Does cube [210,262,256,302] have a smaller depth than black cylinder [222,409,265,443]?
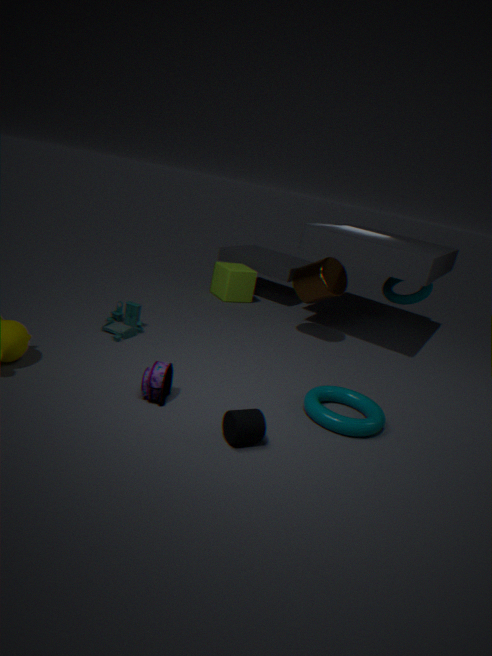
No
